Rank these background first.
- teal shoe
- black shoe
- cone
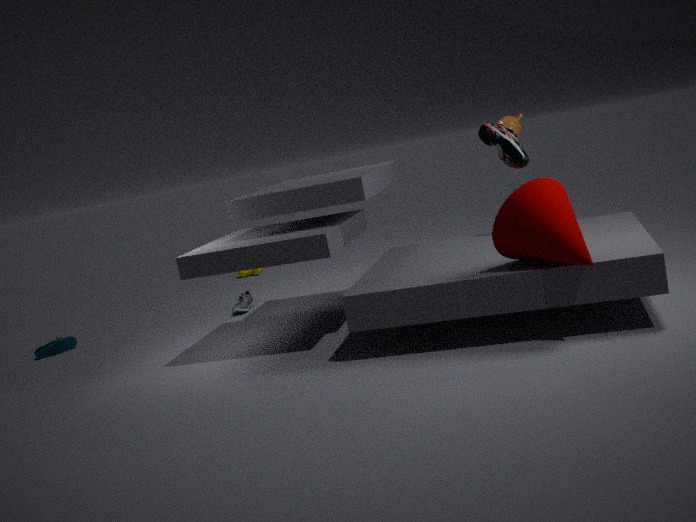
teal shoe → black shoe → cone
